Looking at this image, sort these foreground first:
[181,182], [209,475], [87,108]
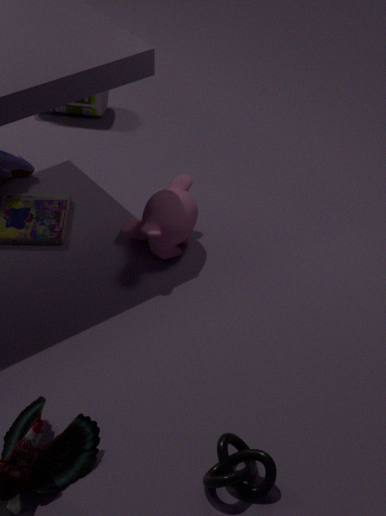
[209,475] < [181,182] < [87,108]
